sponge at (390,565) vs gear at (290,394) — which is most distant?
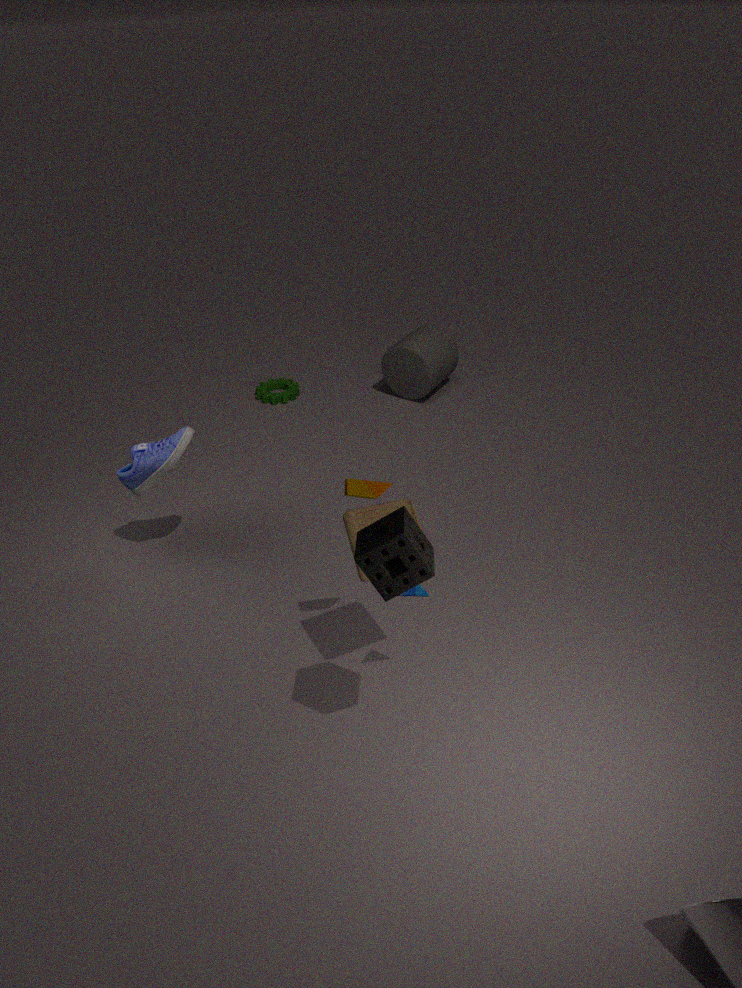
gear at (290,394)
